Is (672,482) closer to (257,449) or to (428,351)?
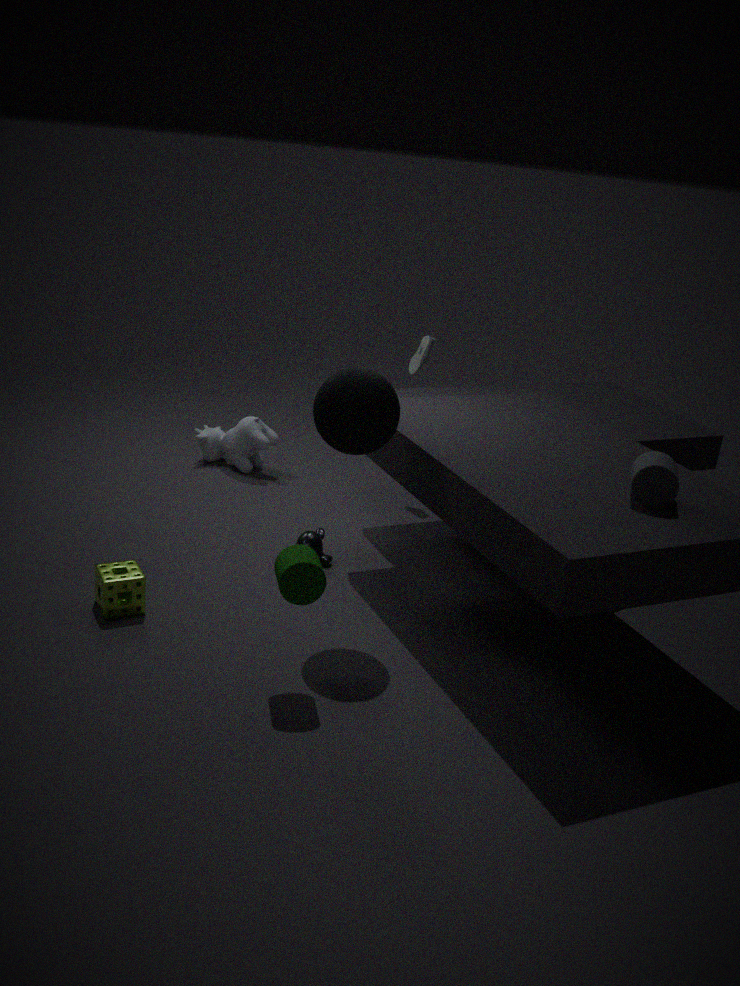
(428,351)
